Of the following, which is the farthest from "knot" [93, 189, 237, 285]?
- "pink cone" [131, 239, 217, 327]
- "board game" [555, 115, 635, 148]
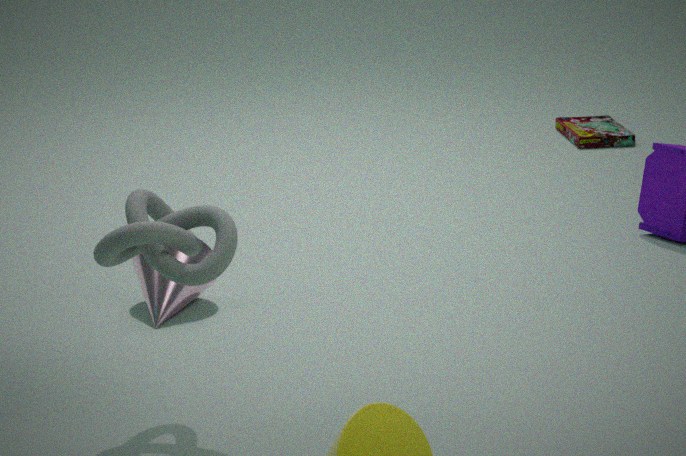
"board game" [555, 115, 635, 148]
